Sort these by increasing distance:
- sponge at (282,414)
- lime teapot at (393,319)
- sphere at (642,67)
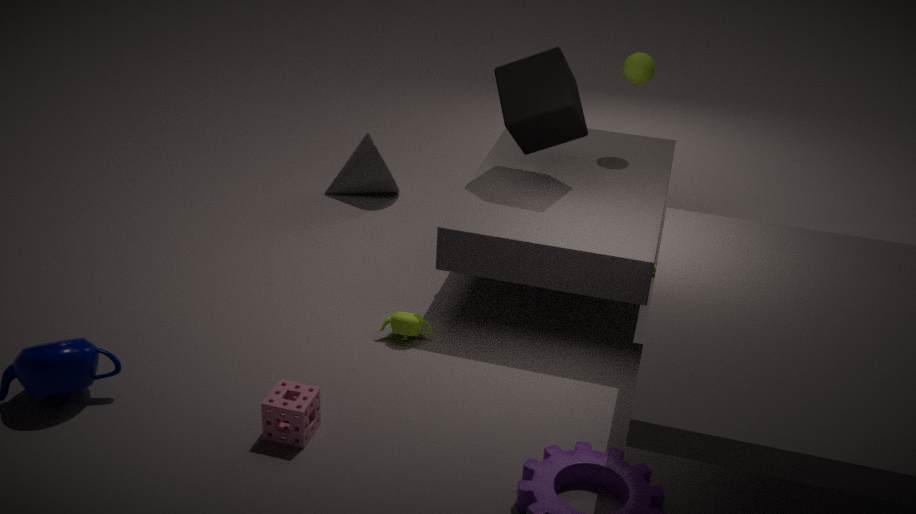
sponge at (282,414) < lime teapot at (393,319) < sphere at (642,67)
